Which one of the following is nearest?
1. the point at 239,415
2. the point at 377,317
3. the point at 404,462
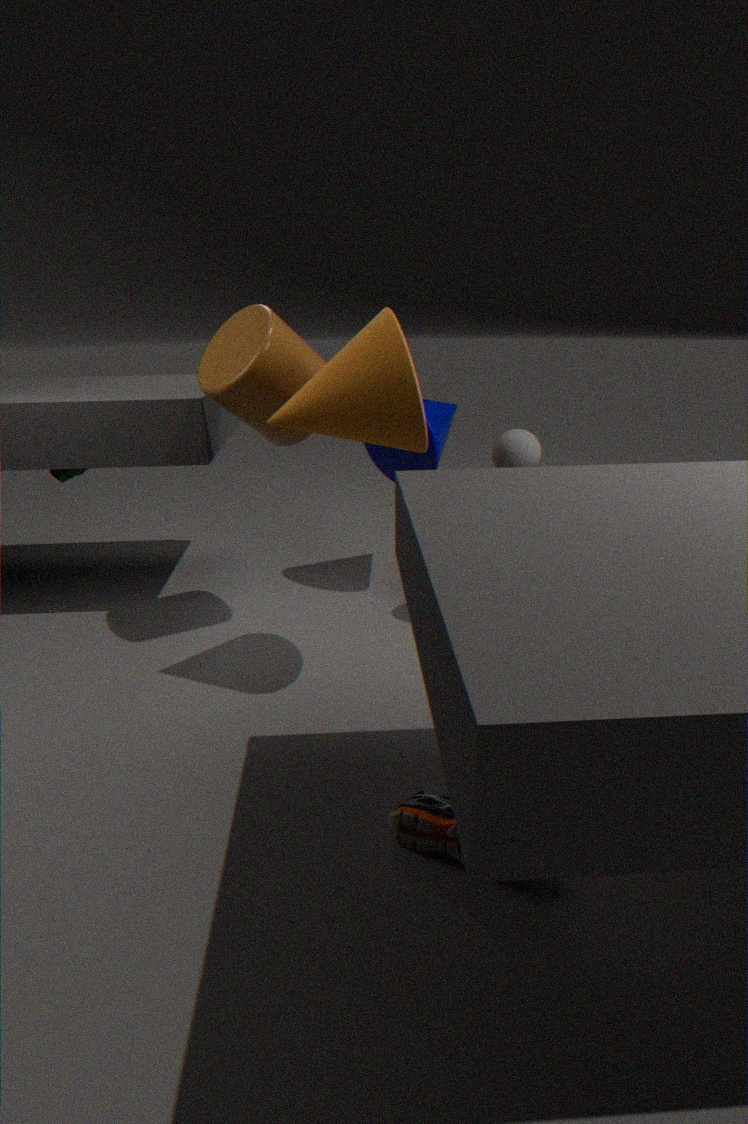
the point at 377,317
